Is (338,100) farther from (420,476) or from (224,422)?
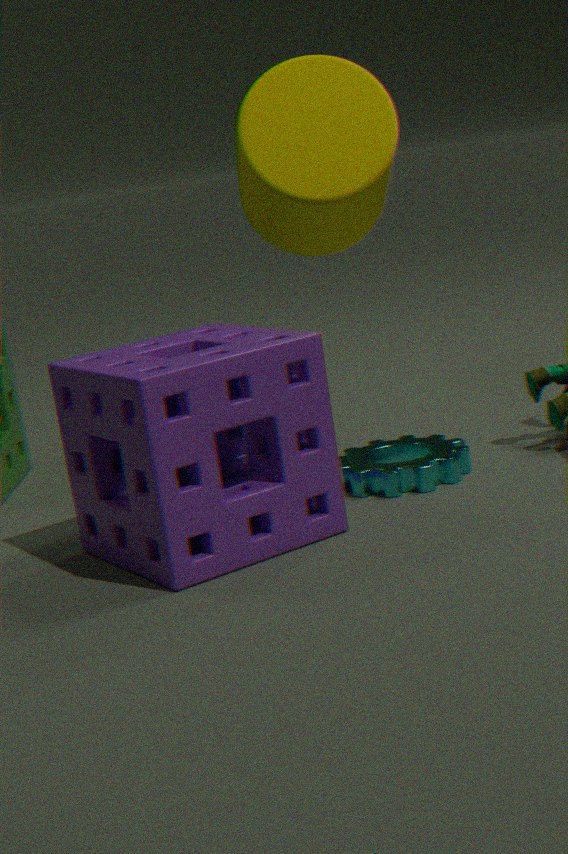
(224,422)
